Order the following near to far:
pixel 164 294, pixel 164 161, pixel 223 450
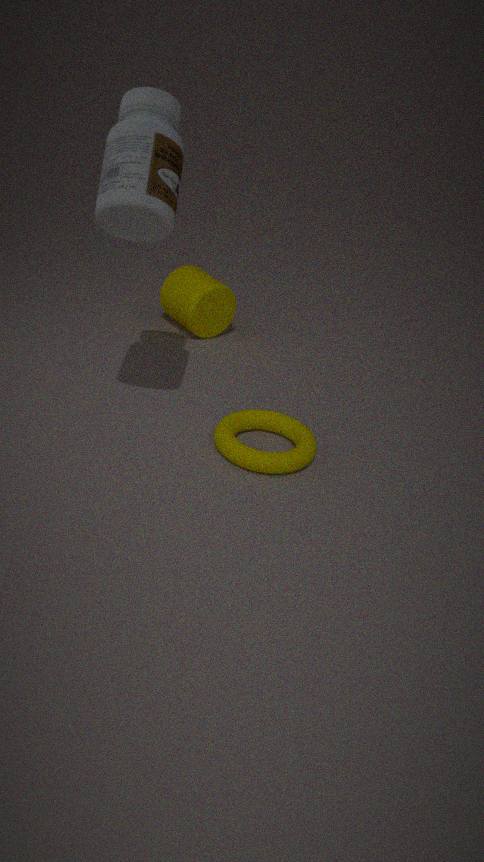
1. pixel 164 161
2. pixel 223 450
3. pixel 164 294
